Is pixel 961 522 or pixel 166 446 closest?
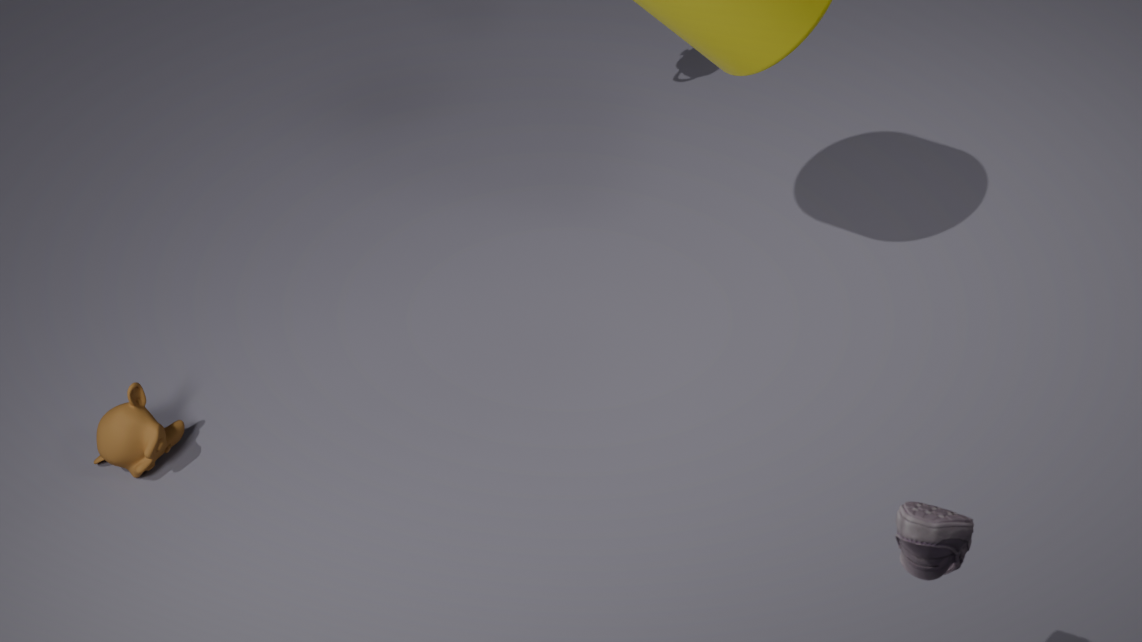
pixel 961 522
